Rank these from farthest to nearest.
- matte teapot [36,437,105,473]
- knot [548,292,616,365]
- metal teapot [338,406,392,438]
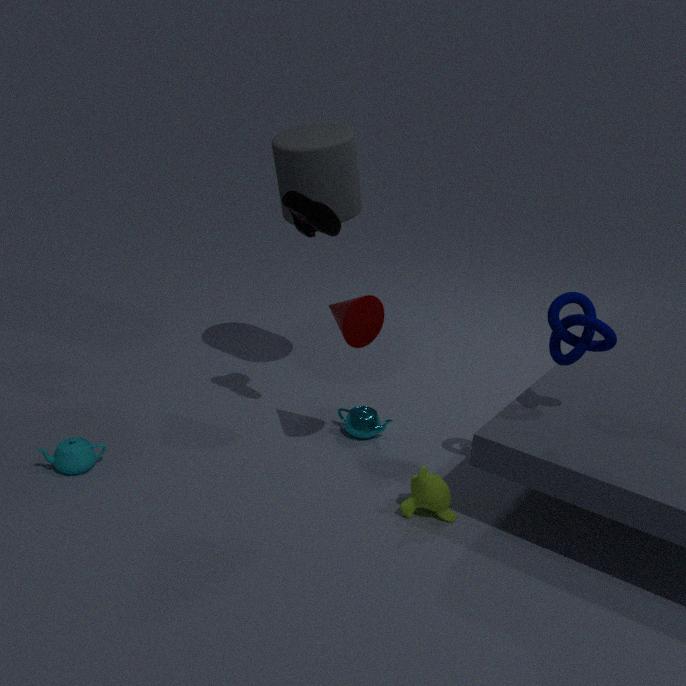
metal teapot [338,406,392,438], matte teapot [36,437,105,473], knot [548,292,616,365]
